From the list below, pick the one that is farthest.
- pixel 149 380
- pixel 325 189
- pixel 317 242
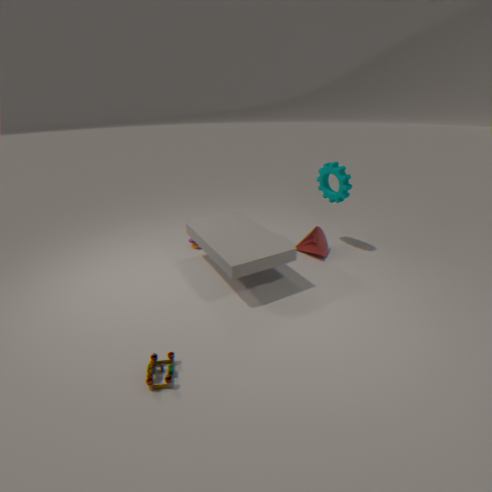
pixel 325 189
